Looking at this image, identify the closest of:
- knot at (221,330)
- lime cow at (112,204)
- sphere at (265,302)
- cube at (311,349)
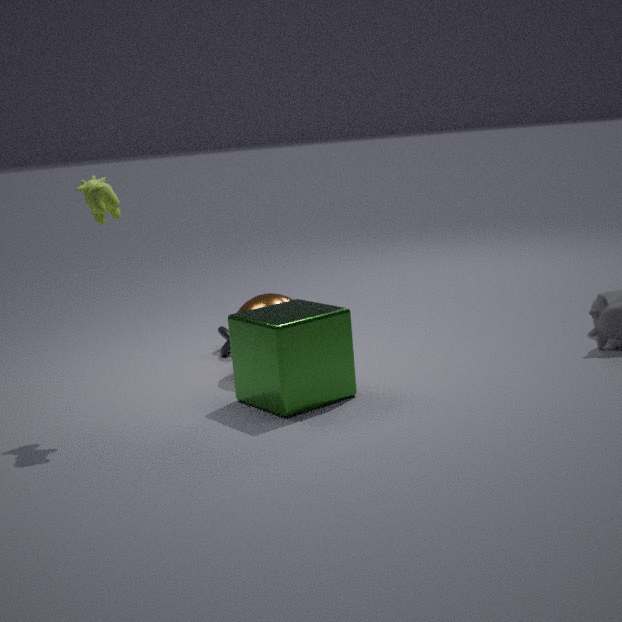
lime cow at (112,204)
